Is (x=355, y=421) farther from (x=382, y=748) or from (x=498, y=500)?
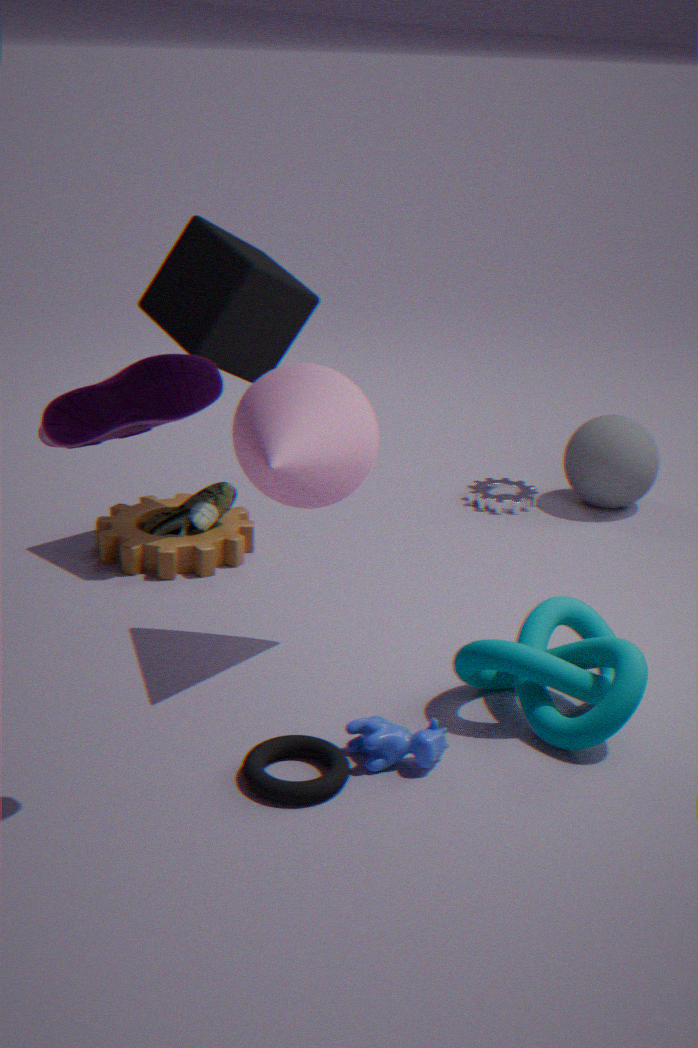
(x=498, y=500)
